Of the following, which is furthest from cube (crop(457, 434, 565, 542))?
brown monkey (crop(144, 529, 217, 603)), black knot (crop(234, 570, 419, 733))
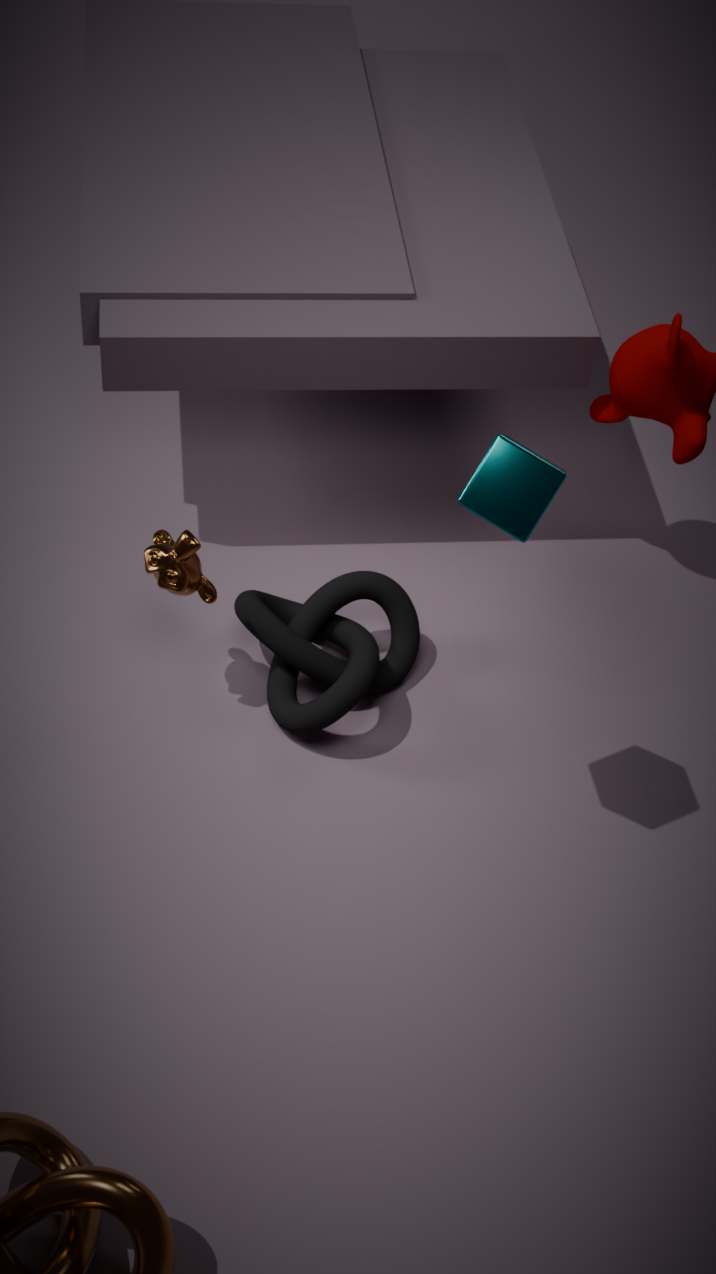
brown monkey (crop(144, 529, 217, 603))
